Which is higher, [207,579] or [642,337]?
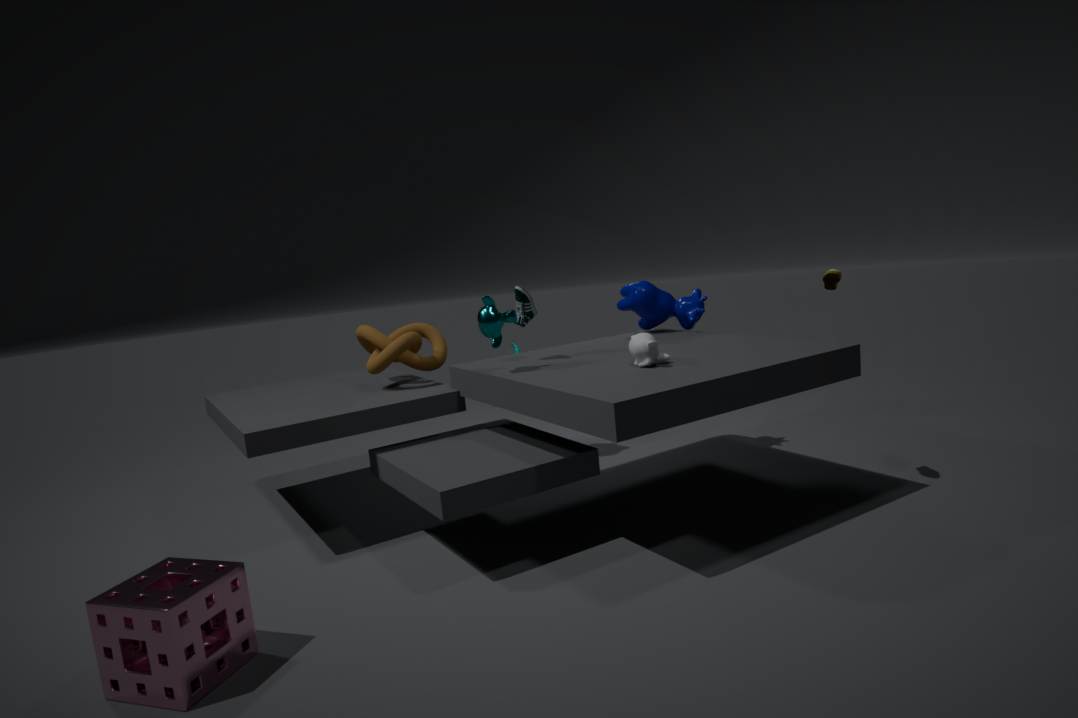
[642,337]
